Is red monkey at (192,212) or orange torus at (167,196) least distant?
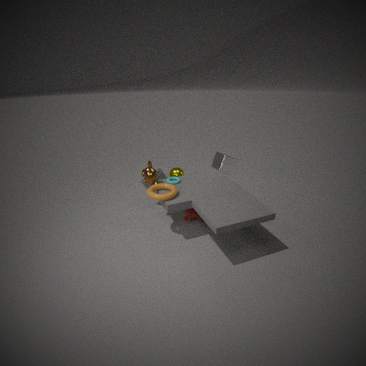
orange torus at (167,196)
